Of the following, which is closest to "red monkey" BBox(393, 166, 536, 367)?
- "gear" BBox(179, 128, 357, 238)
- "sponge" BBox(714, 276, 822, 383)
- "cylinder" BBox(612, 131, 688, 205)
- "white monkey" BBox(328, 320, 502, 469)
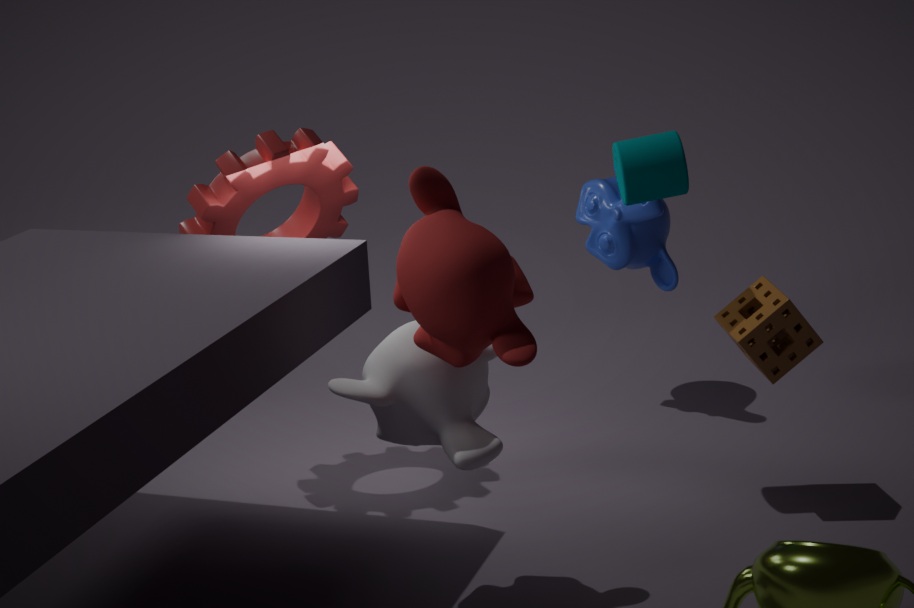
"white monkey" BBox(328, 320, 502, 469)
